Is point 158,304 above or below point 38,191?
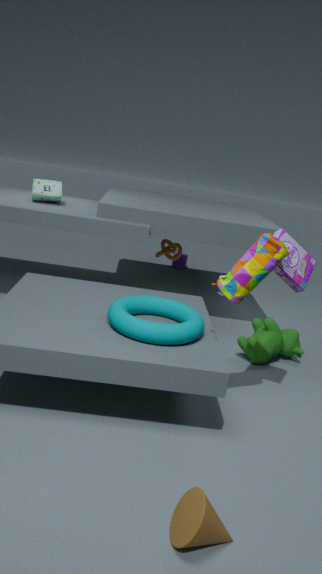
below
